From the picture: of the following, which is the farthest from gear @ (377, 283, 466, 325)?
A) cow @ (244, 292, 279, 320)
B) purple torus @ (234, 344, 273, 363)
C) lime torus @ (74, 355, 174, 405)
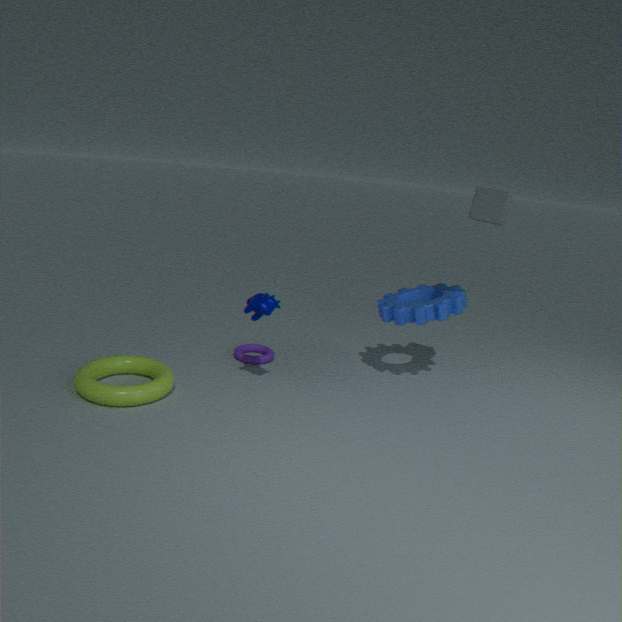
lime torus @ (74, 355, 174, 405)
